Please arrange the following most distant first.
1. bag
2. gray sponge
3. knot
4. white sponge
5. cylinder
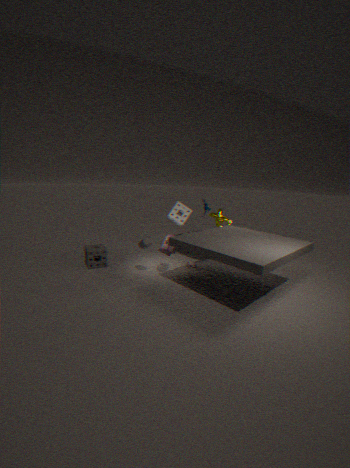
knot
white sponge
gray sponge
bag
cylinder
